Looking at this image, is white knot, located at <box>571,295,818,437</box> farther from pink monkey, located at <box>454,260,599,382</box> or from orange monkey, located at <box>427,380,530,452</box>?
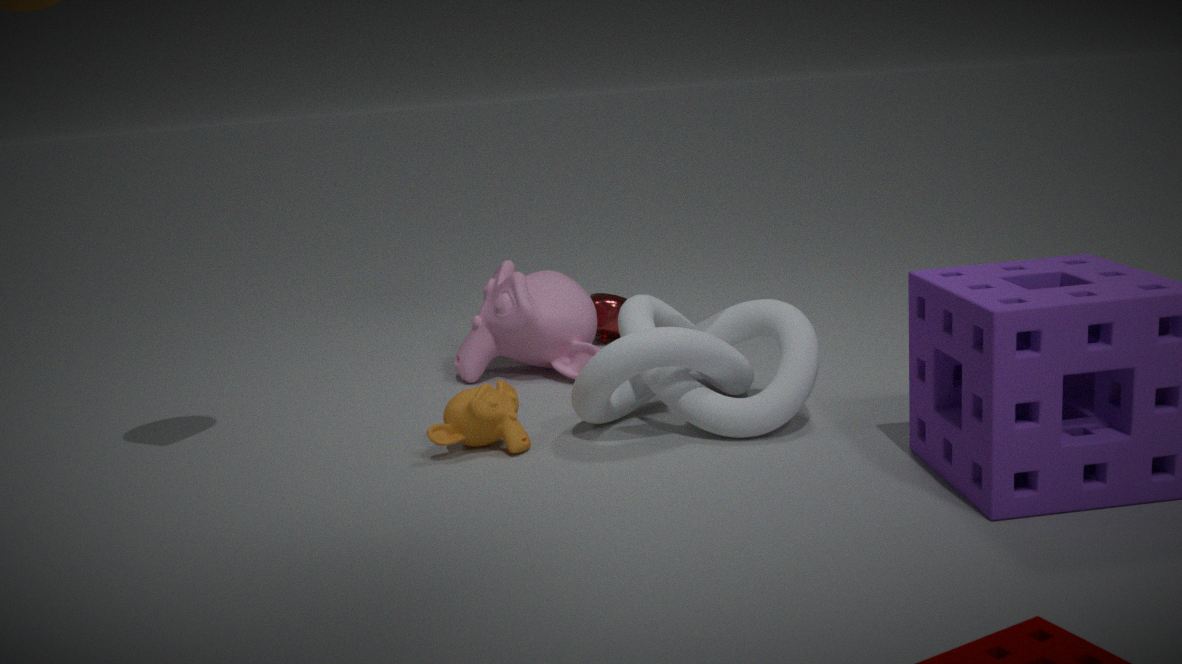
pink monkey, located at <box>454,260,599,382</box>
